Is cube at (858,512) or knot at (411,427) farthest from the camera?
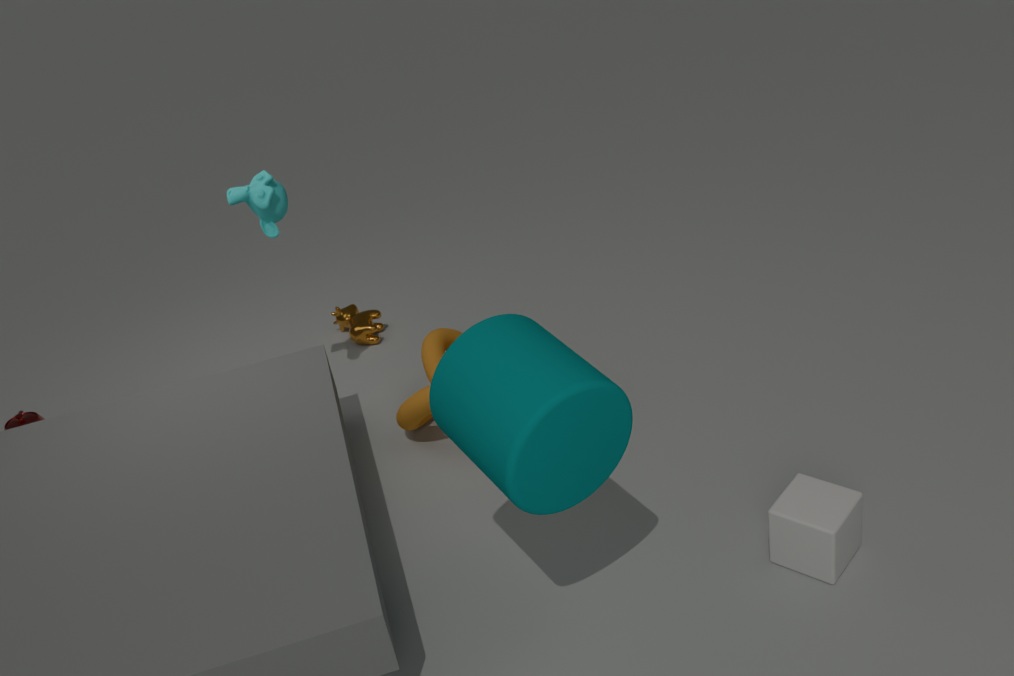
knot at (411,427)
